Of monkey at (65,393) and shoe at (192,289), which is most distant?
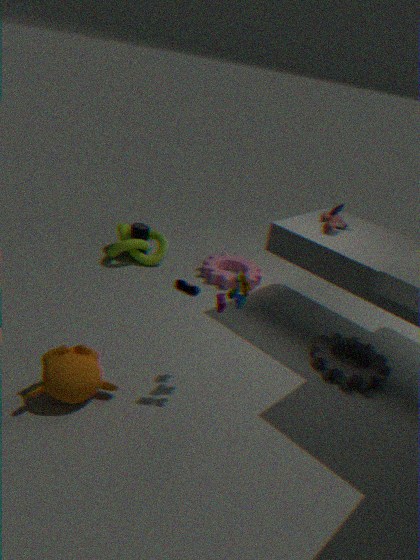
shoe at (192,289)
